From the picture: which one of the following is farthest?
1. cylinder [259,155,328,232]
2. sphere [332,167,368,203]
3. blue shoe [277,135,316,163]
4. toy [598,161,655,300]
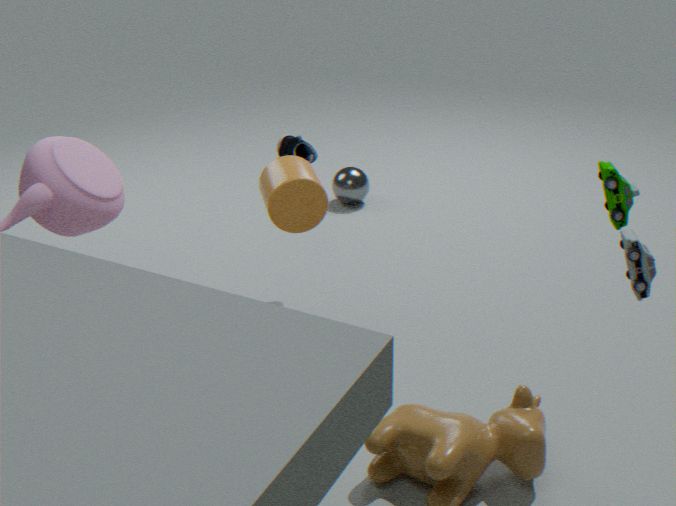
sphere [332,167,368,203]
